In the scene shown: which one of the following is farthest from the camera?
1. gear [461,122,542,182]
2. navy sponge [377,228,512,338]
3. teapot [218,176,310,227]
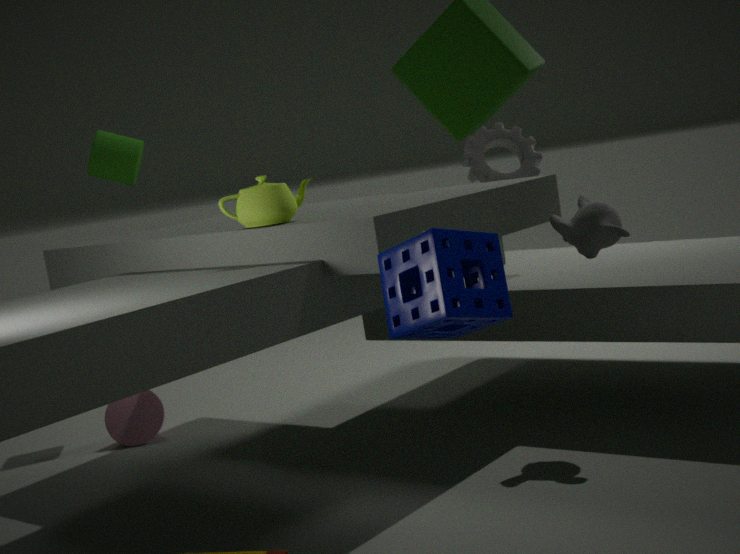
gear [461,122,542,182]
